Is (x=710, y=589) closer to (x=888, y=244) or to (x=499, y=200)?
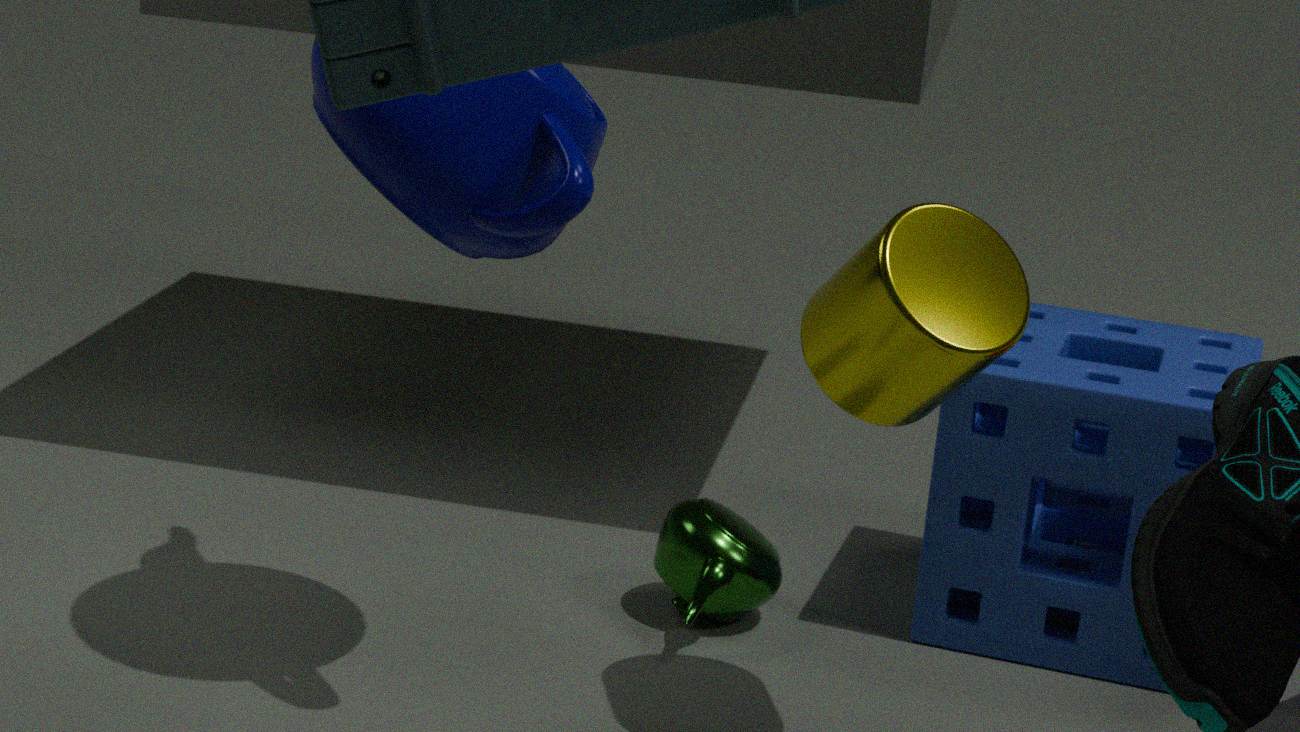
(x=888, y=244)
